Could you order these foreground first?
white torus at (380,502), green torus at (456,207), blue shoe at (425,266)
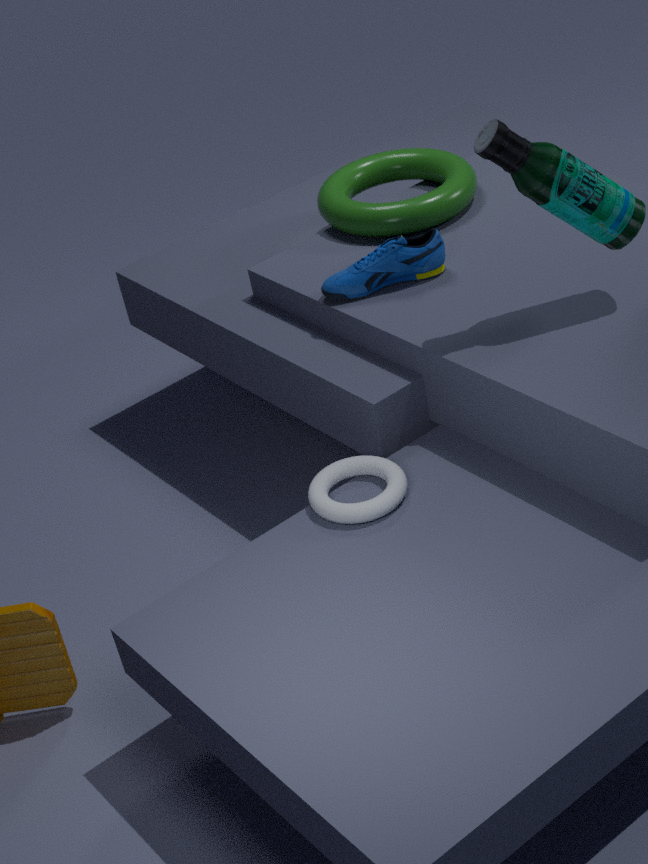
1. white torus at (380,502)
2. blue shoe at (425,266)
3. green torus at (456,207)
